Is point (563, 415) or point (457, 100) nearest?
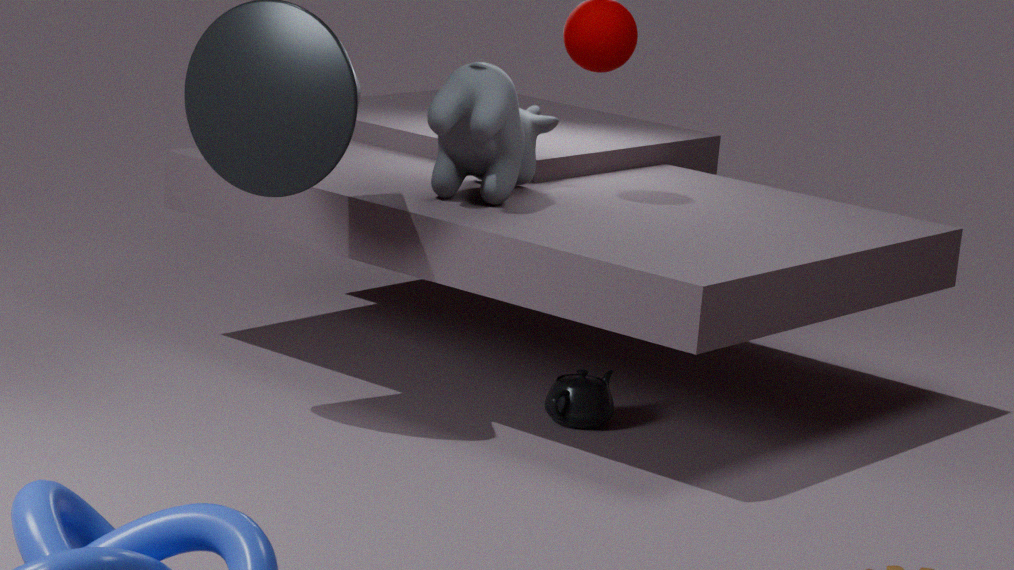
point (457, 100)
